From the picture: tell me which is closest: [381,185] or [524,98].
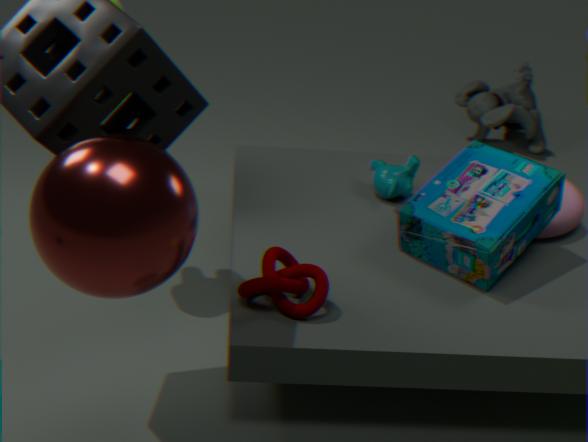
[381,185]
